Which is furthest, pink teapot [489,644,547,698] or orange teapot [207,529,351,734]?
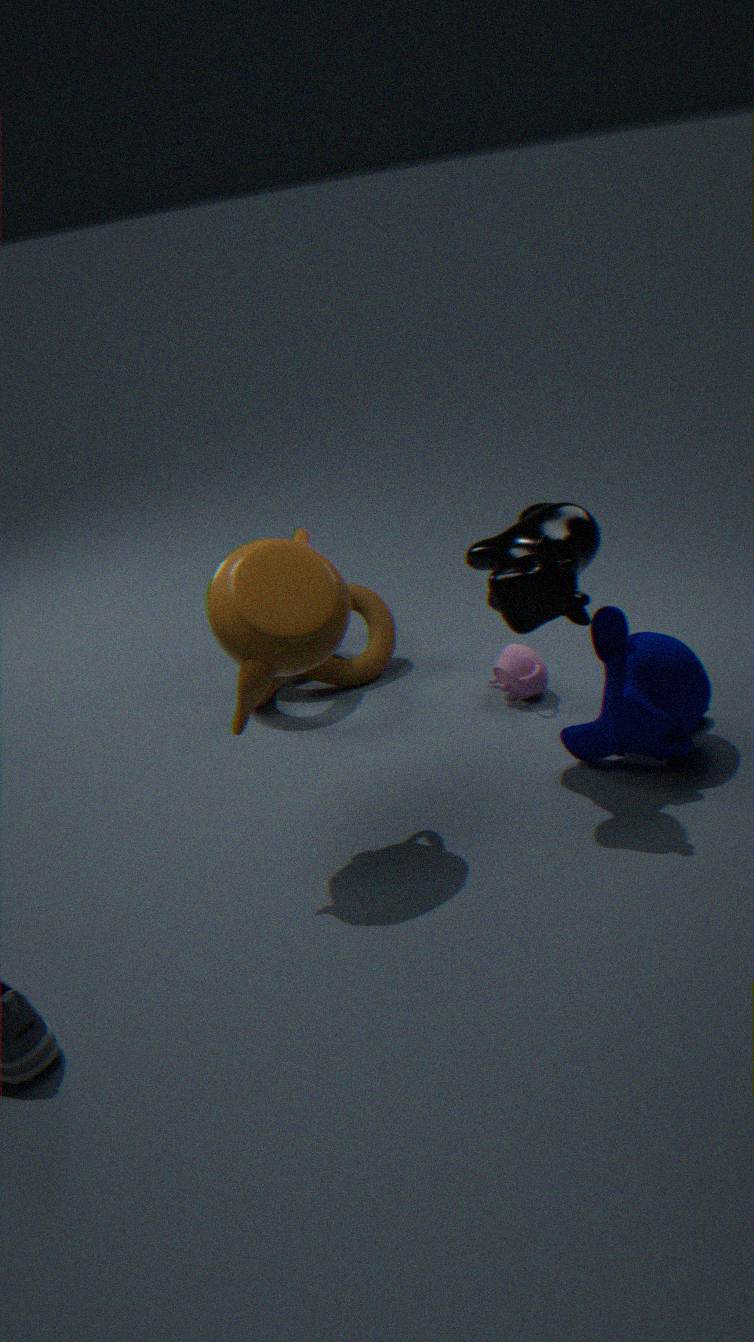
pink teapot [489,644,547,698]
